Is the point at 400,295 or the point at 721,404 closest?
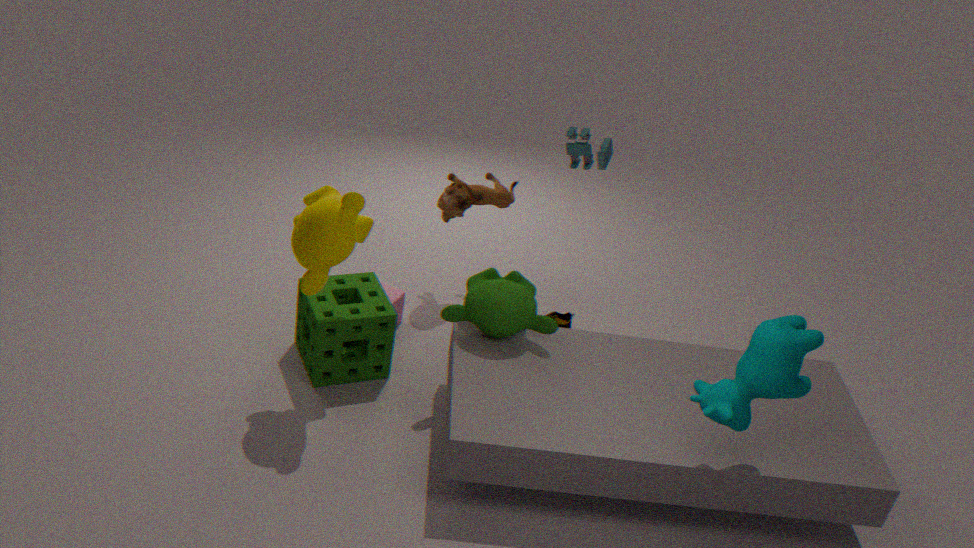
the point at 721,404
